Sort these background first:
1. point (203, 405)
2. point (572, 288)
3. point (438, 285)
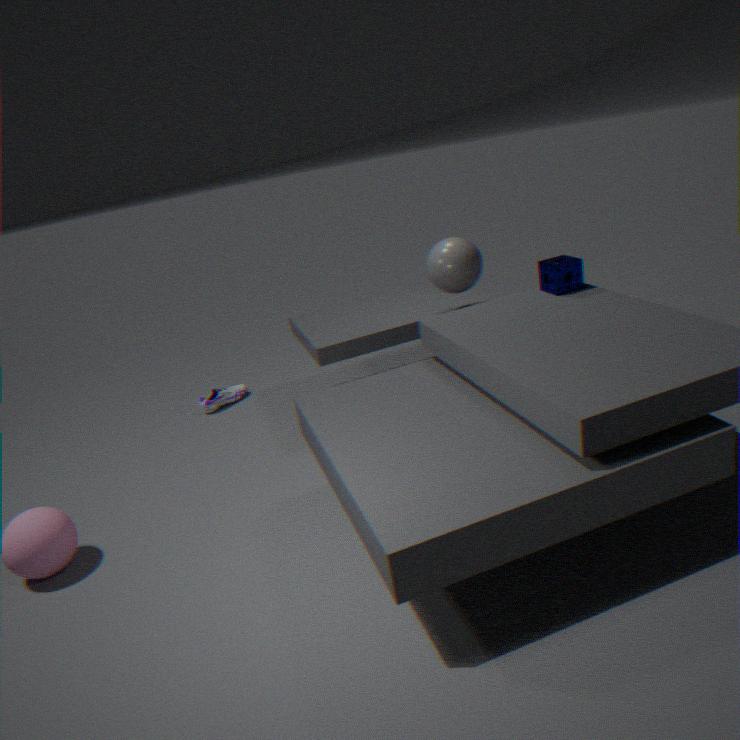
point (203, 405) < point (438, 285) < point (572, 288)
